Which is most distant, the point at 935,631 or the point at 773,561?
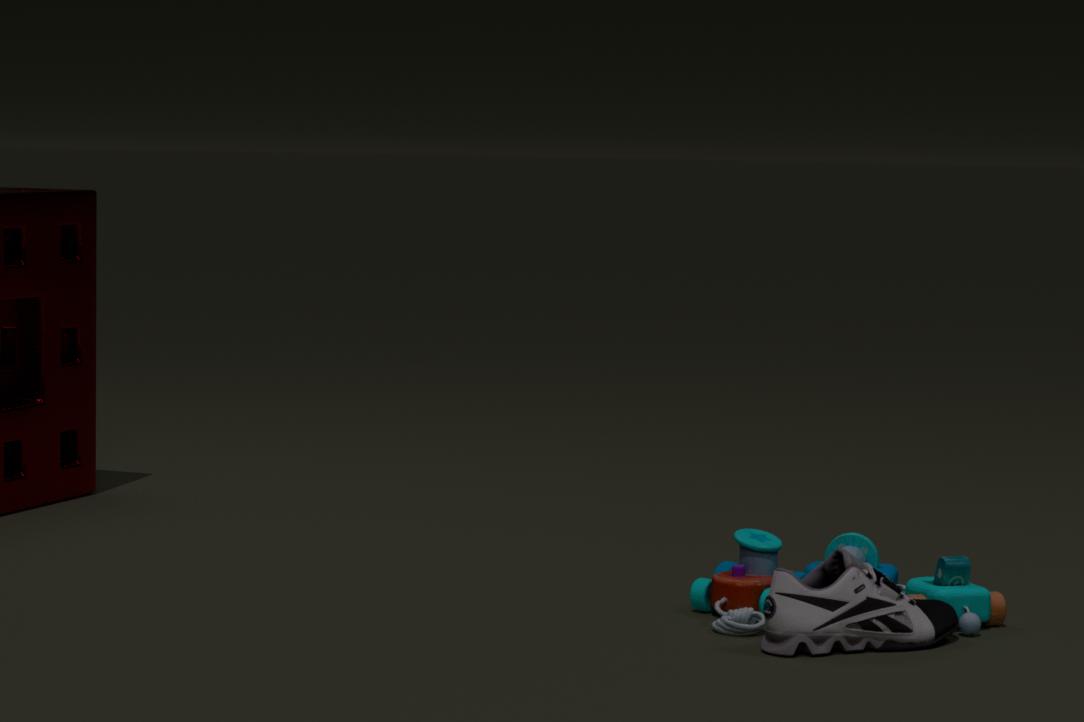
the point at 773,561
